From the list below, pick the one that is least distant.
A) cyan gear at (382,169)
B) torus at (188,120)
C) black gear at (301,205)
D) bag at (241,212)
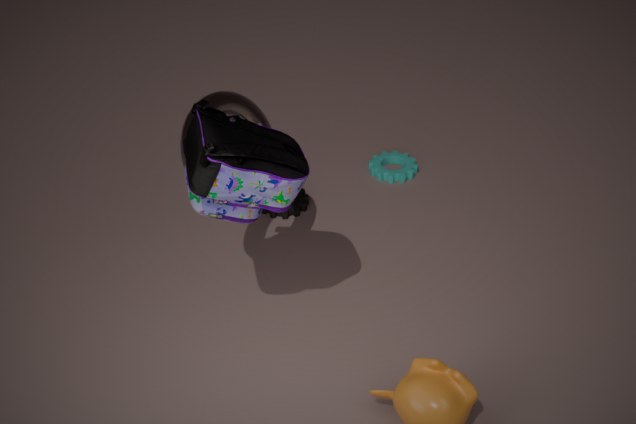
bag at (241,212)
